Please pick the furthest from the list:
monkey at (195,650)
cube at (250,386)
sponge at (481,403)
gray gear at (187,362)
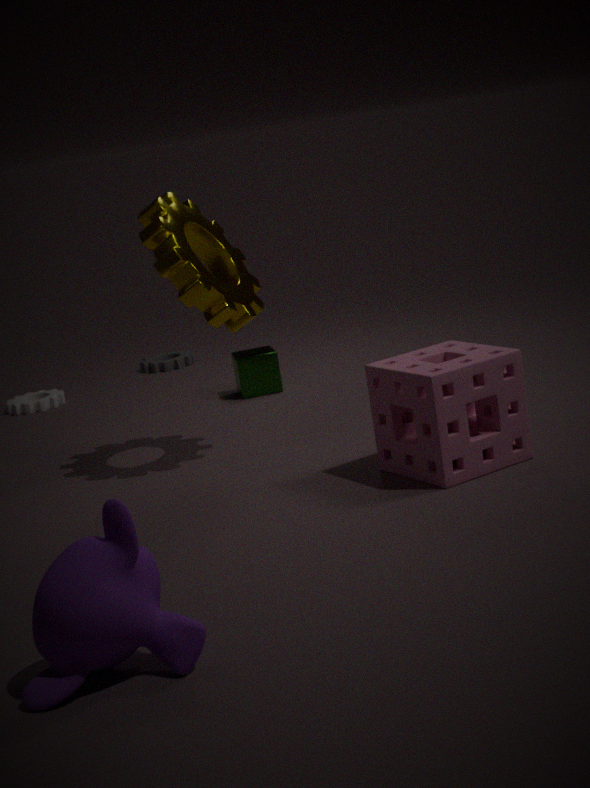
gray gear at (187,362)
